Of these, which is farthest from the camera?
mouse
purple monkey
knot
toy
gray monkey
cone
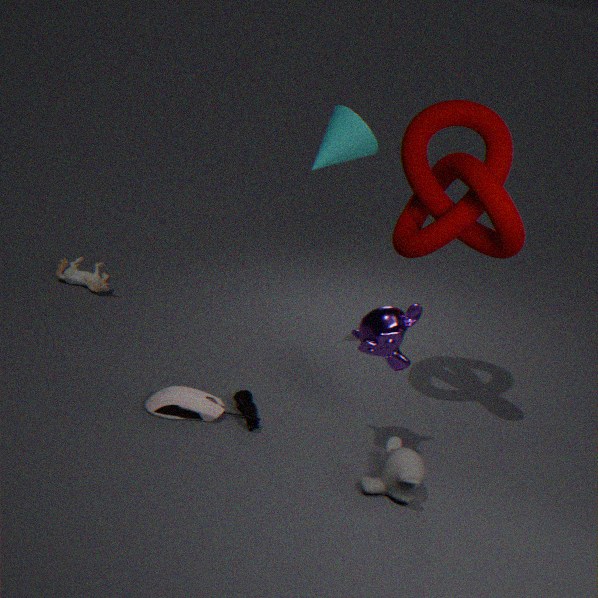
toy
